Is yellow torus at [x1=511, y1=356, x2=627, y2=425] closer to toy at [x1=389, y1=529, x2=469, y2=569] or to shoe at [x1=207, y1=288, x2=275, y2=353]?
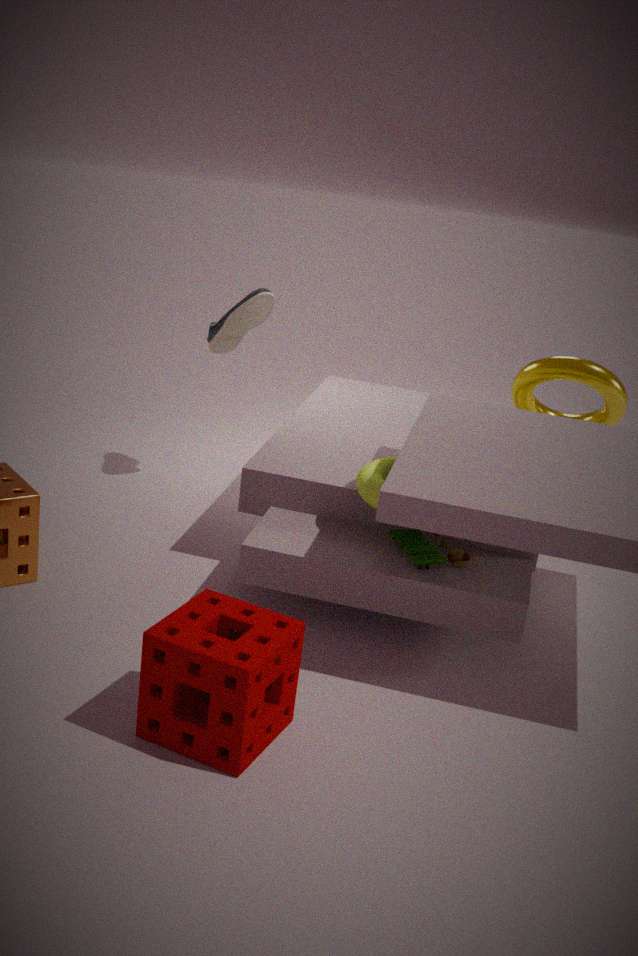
toy at [x1=389, y1=529, x2=469, y2=569]
